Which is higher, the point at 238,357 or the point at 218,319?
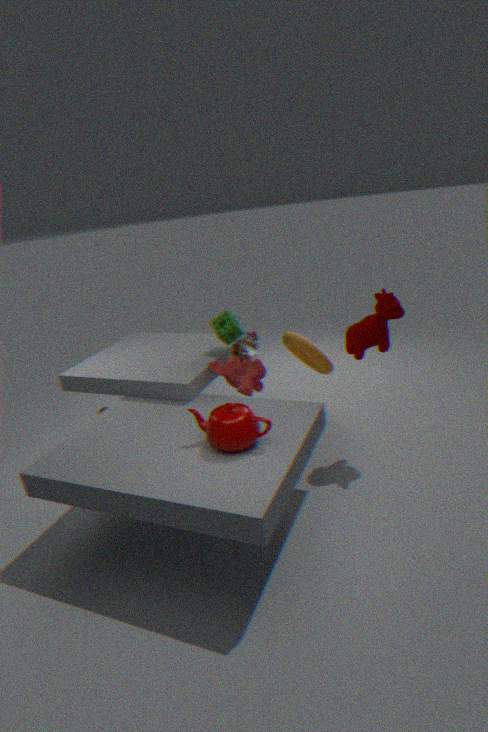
the point at 238,357
